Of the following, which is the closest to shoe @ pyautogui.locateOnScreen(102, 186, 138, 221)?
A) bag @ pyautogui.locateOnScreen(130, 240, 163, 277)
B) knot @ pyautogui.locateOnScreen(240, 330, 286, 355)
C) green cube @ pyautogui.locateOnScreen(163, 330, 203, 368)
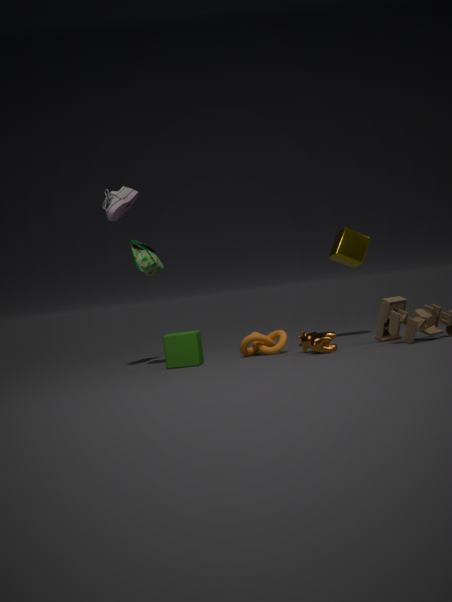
bag @ pyautogui.locateOnScreen(130, 240, 163, 277)
